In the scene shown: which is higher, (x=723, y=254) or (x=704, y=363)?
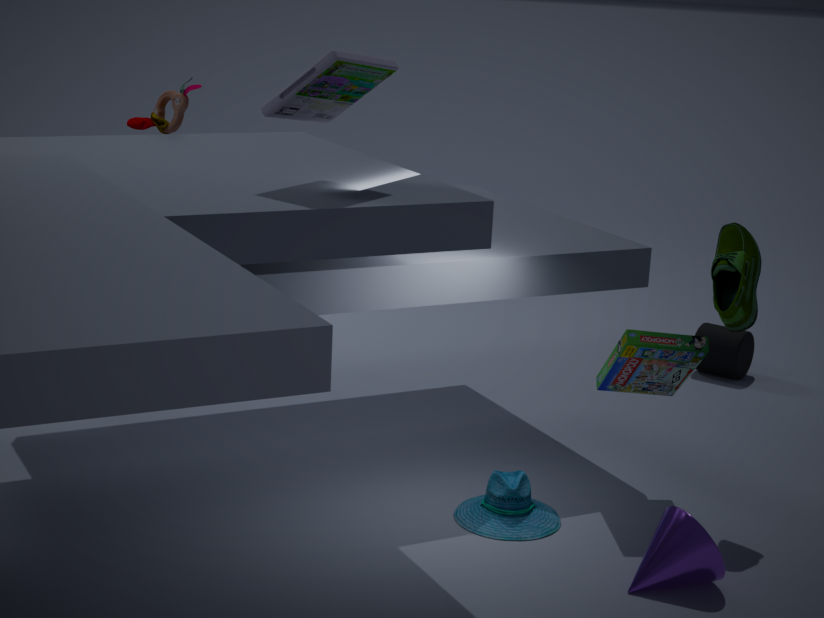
(x=723, y=254)
